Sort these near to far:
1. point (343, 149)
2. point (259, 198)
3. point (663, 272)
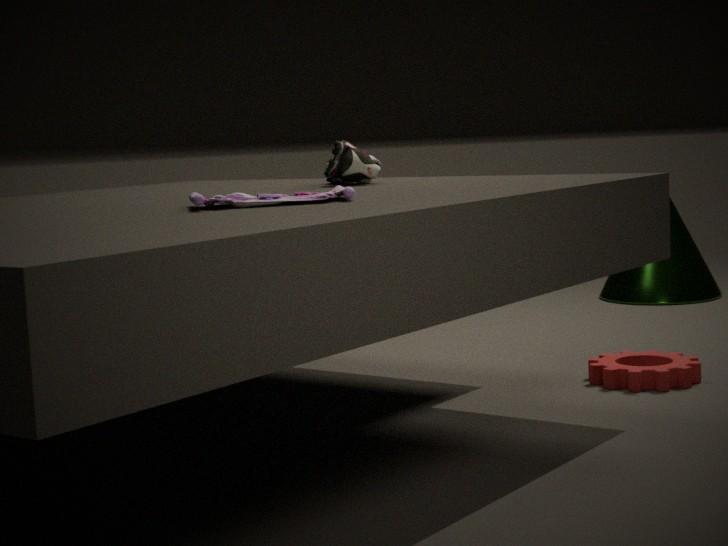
1. point (259, 198)
2. point (343, 149)
3. point (663, 272)
